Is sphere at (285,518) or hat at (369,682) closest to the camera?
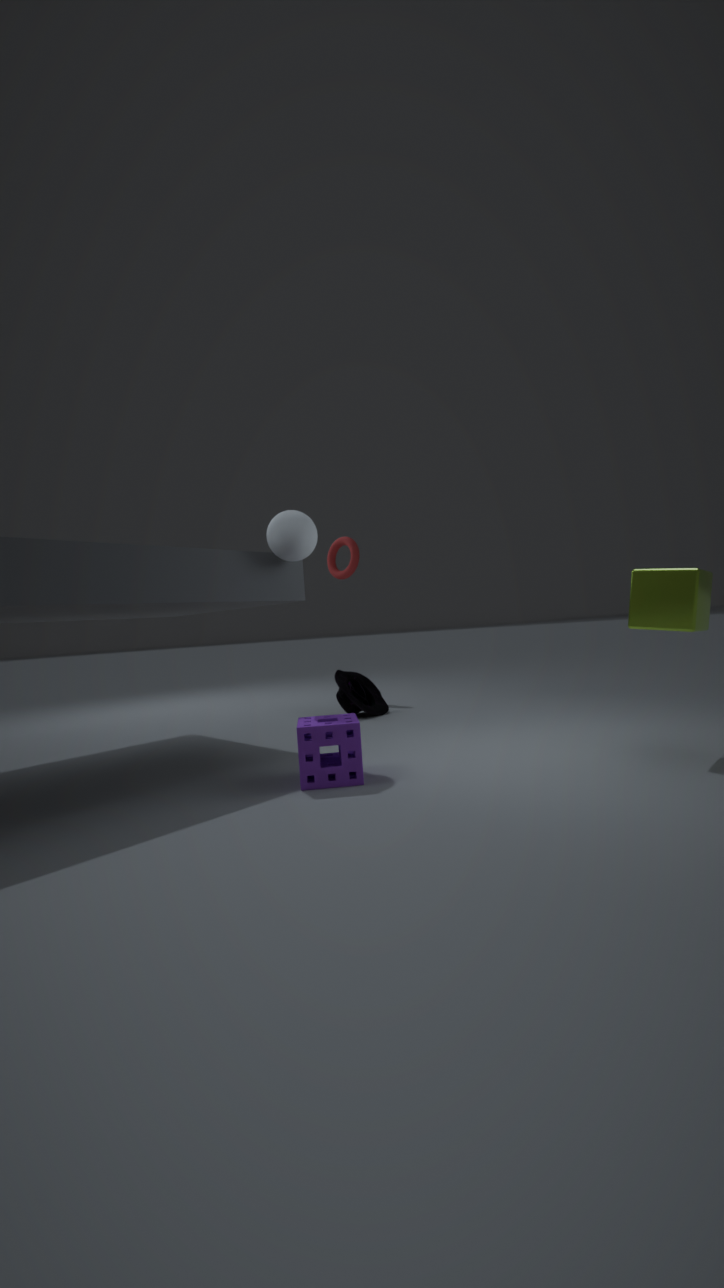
sphere at (285,518)
